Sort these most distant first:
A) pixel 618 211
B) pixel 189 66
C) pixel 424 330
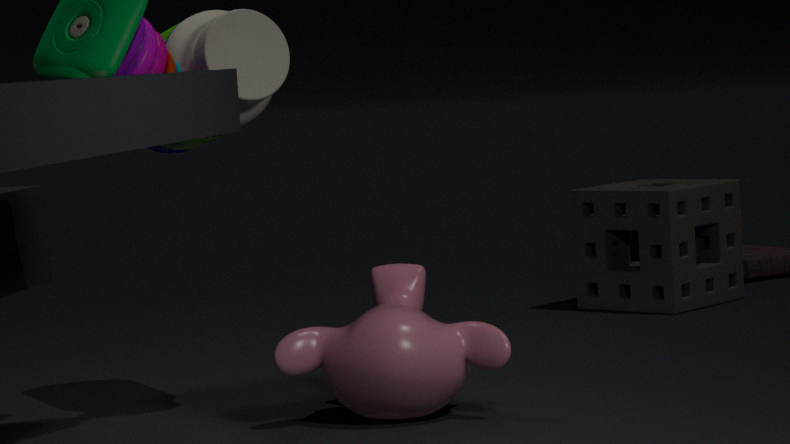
pixel 618 211
pixel 189 66
pixel 424 330
